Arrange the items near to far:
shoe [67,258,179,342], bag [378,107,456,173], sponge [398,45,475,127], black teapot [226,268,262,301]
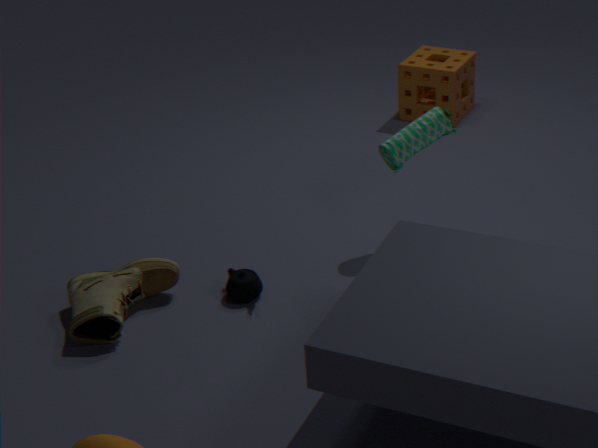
shoe [67,258,179,342] < black teapot [226,268,262,301] < bag [378,107,456,173] < sponge [398,45,475,127]
